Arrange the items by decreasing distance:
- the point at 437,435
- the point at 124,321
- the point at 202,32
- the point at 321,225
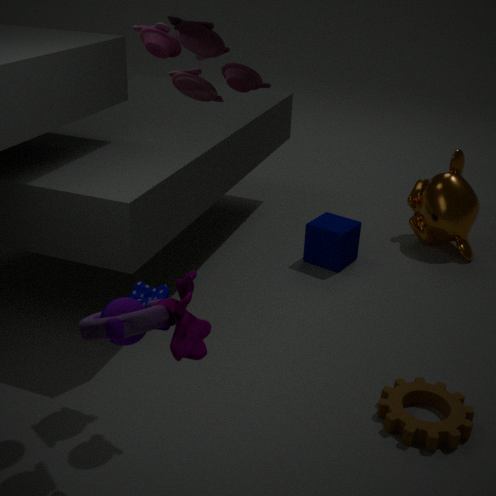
the point at 321,225
the point at 437,435
the point at 202,32
the point at 124,321
